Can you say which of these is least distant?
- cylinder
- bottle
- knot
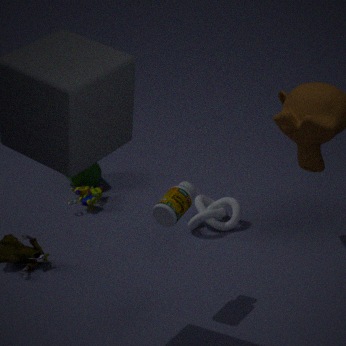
bottle
